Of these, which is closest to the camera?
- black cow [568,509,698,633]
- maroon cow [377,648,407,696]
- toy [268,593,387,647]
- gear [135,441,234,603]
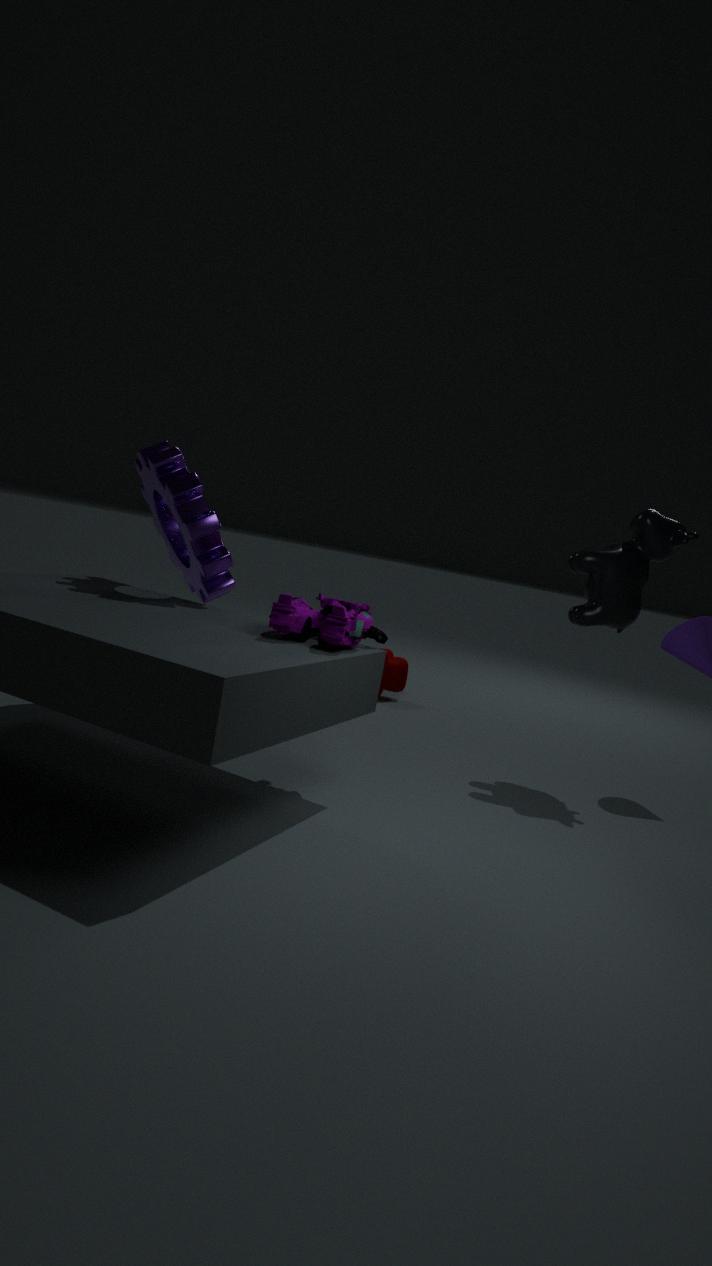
toy [268,593,387,647]
